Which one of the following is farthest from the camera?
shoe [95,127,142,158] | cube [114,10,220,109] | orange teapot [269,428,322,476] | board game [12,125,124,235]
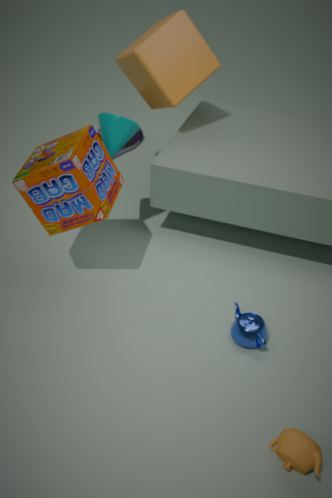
shoe [95,127,142,158]
